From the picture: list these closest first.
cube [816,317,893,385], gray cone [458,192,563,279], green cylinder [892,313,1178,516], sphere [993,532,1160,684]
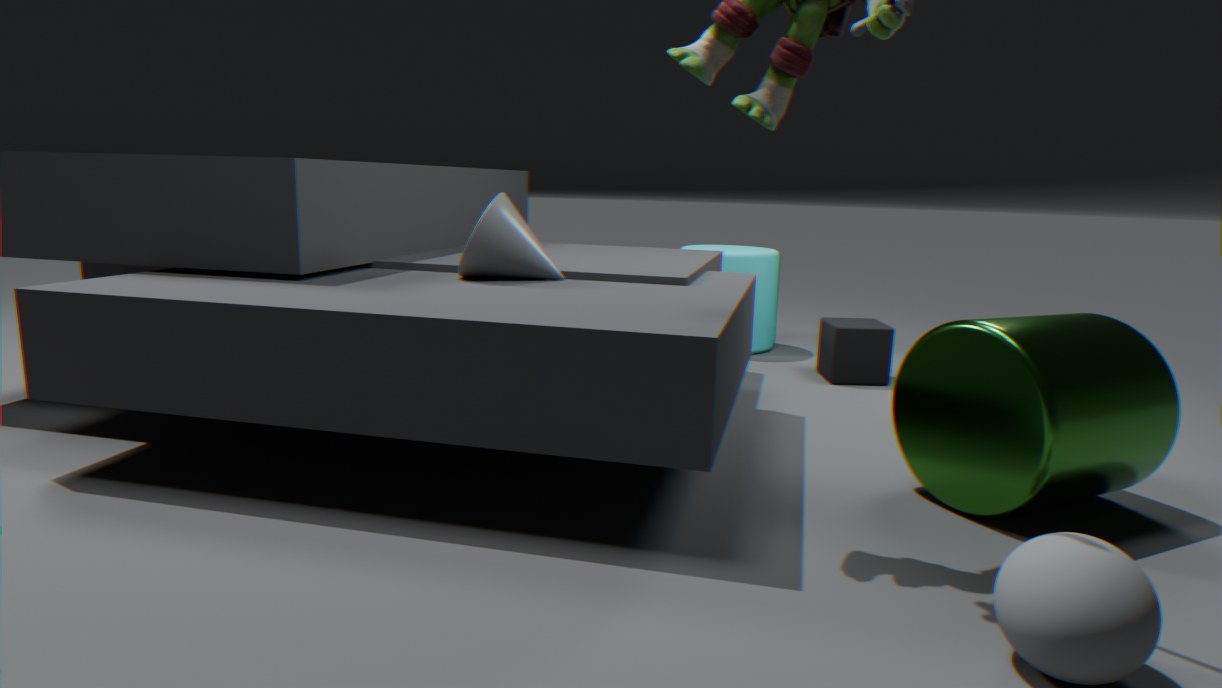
sphere [993,532,1160,684] < green cylinder [892,313,1178,516] < gray cone [458,192,563,279] < cube [816,317,893,385]
